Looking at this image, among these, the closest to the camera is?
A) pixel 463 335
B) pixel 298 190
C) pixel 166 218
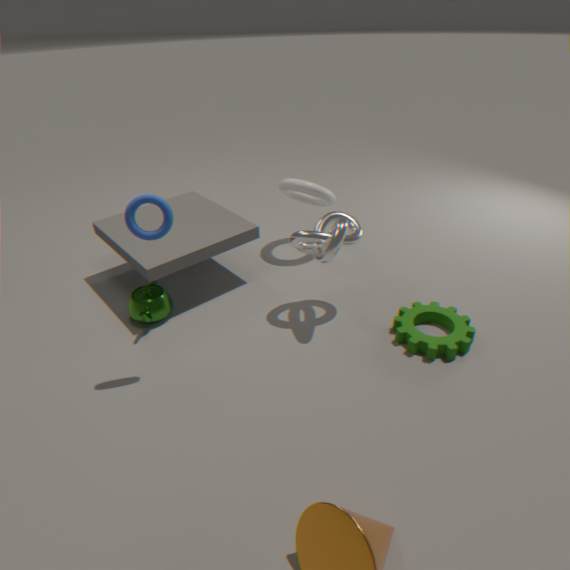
pixel 166 218
